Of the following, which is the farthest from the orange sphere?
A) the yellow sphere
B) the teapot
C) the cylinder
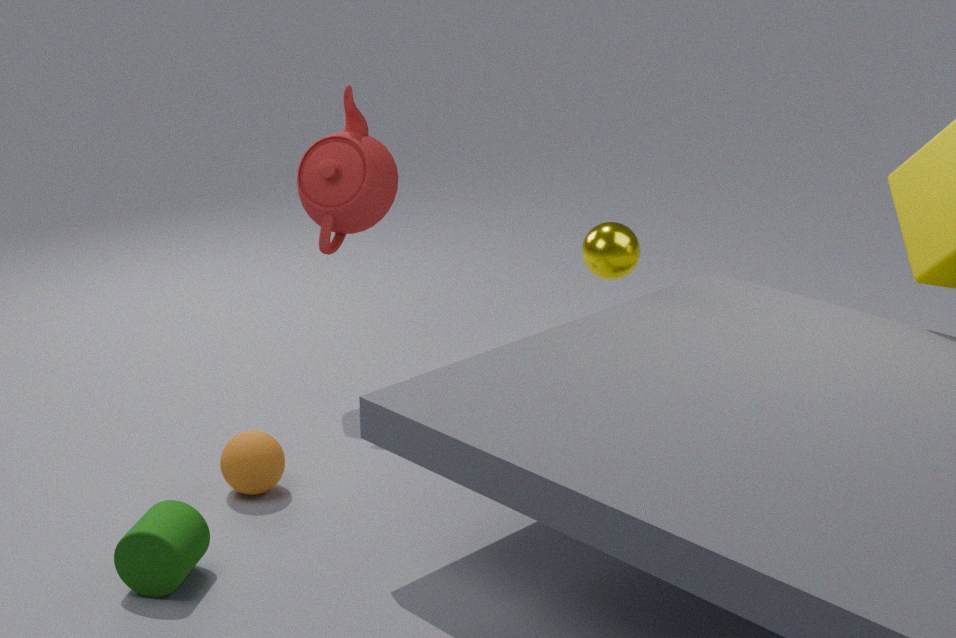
the yellow sphere
